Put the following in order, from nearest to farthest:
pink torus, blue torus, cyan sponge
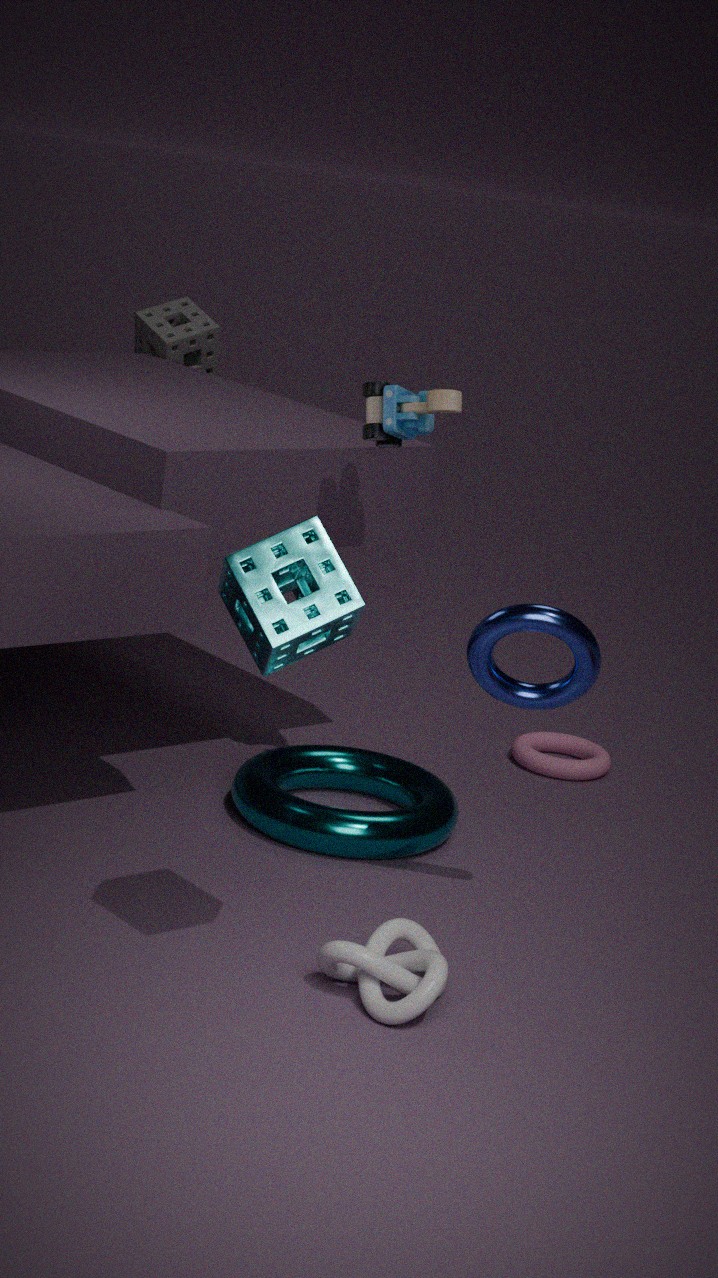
1. cyan sponge
2. blue torus
3. pink torus
